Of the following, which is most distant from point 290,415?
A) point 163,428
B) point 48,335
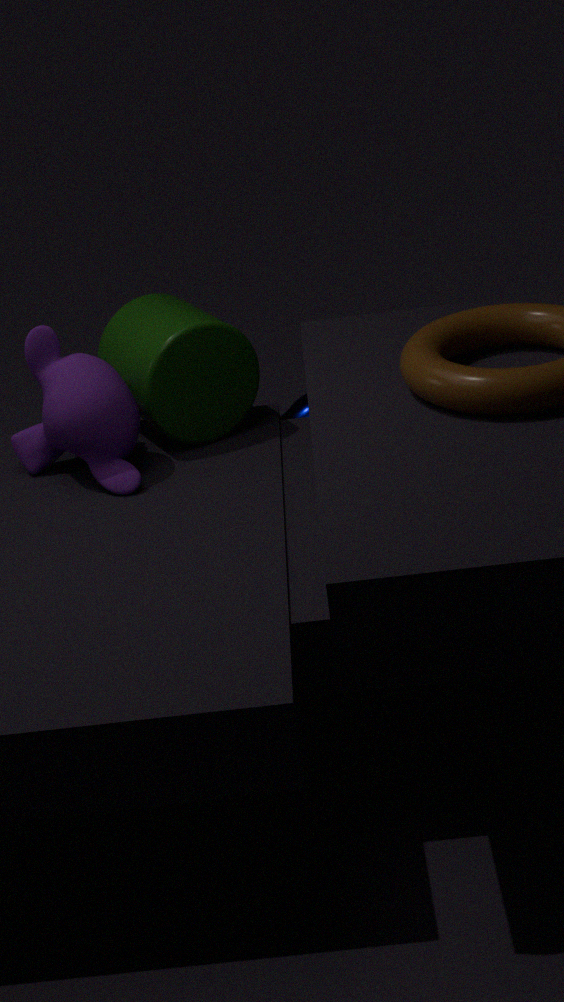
point 48,335
